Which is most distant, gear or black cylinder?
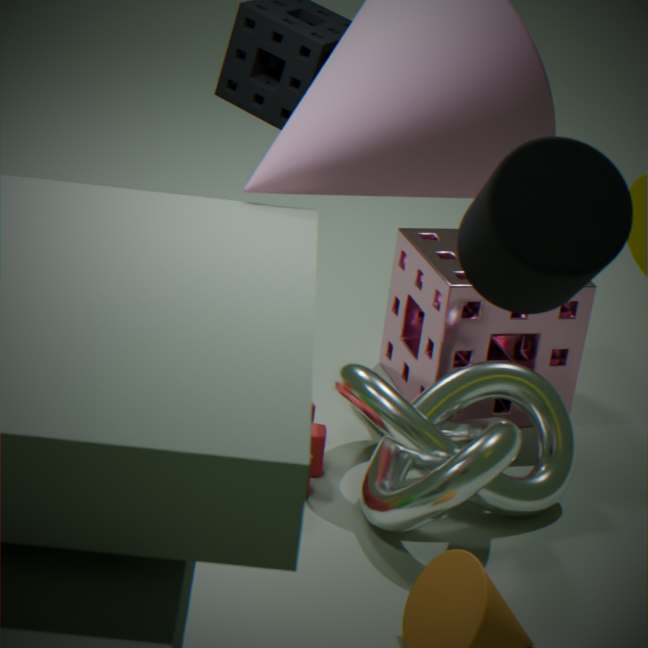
gear
